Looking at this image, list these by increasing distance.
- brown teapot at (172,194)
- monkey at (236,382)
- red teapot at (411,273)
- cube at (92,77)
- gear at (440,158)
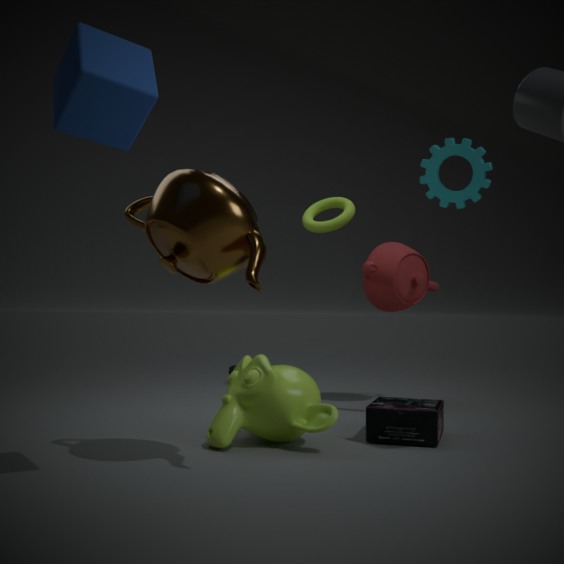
cube at (92,77) < brown teapot at (172,194) < monkey at (236,382) < gear at (440,158) < red teapot at (411,273)
